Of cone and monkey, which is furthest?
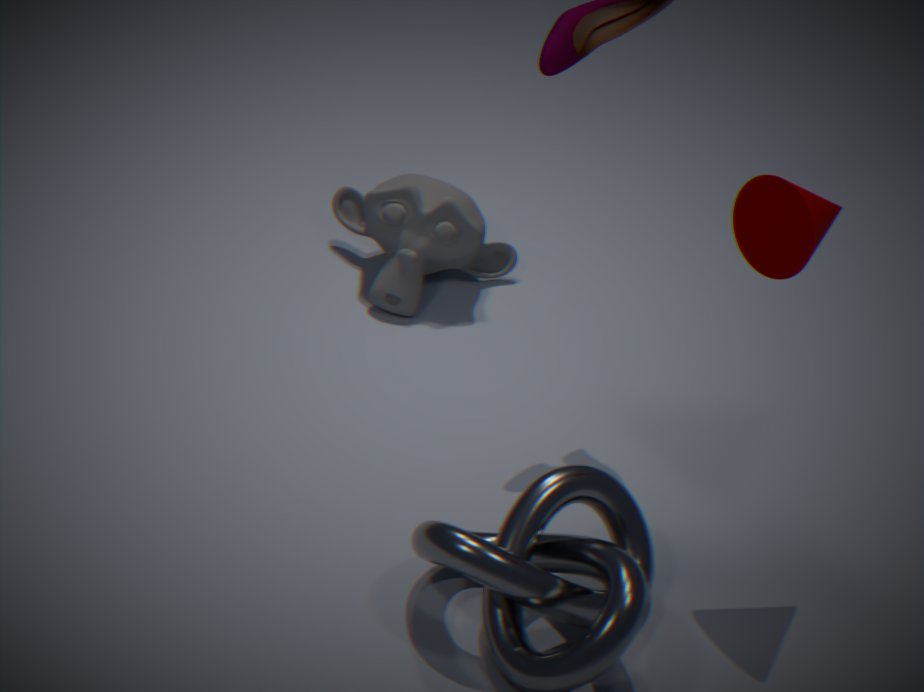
monkey
